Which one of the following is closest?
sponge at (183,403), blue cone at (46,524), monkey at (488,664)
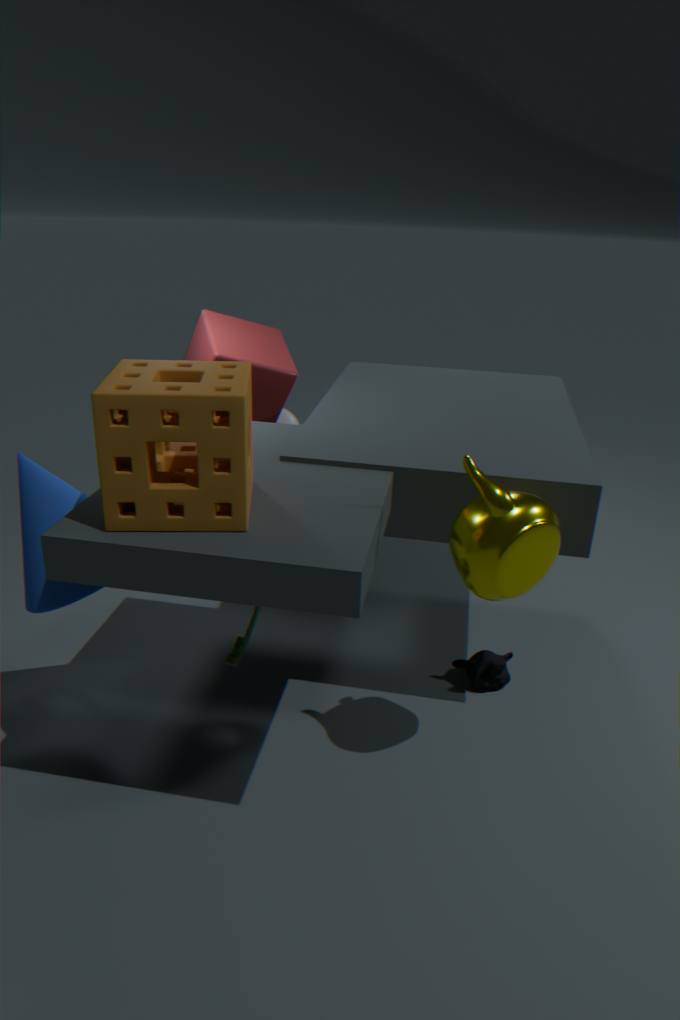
sponge at (183,403)
